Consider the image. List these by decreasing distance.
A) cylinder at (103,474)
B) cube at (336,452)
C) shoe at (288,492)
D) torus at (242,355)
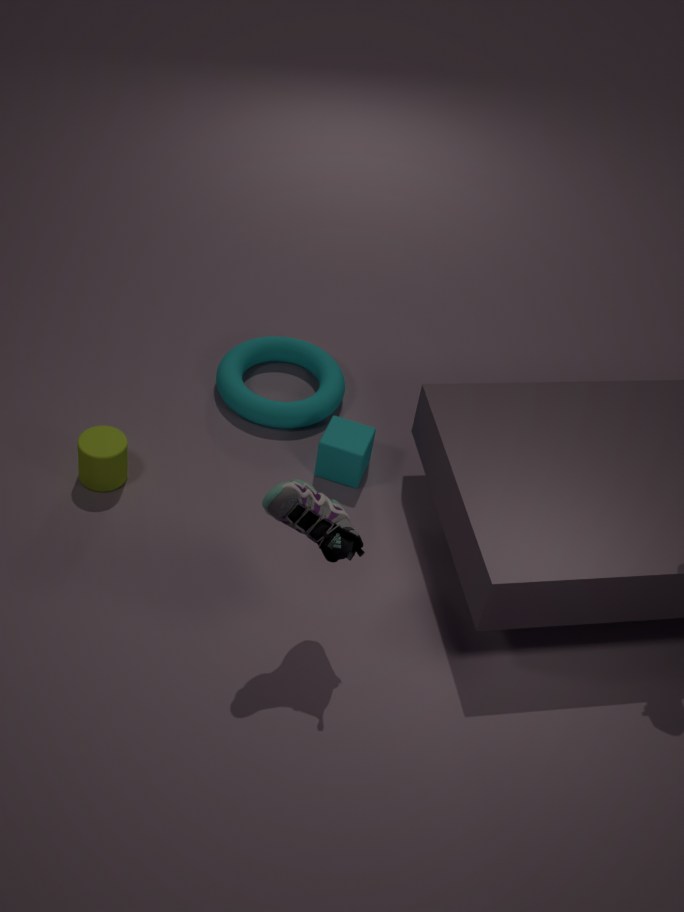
torus at (242,355), cube at (336,452), cylinder at (103,474), shoe at (288,492)
